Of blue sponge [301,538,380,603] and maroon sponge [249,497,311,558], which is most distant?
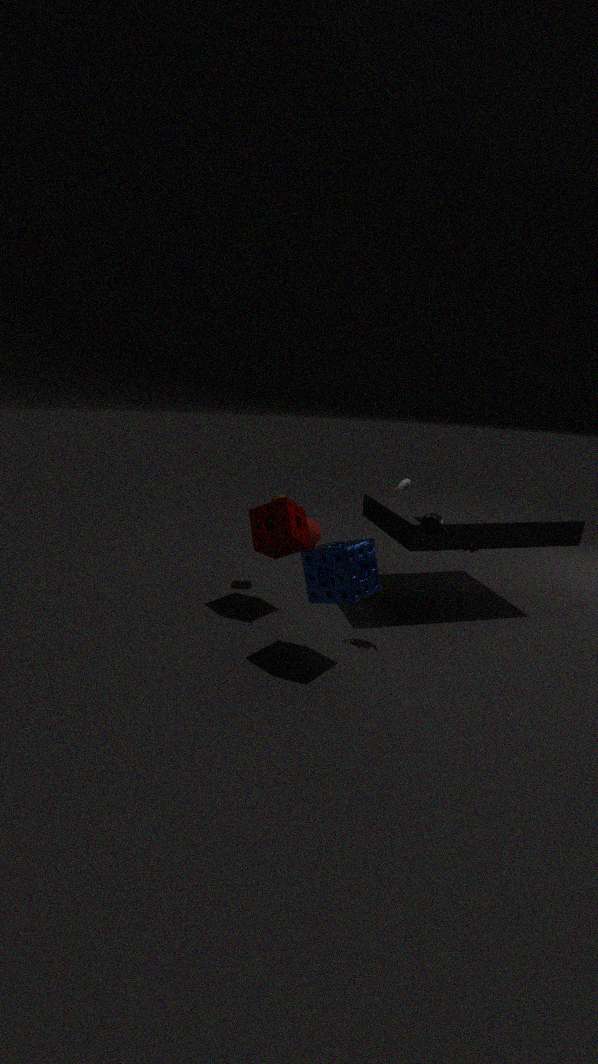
maroon sponge [249,497,311,558]
